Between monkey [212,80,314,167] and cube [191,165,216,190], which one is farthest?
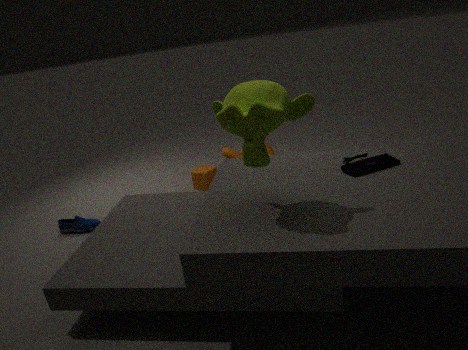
cube [191,165,216,190]
